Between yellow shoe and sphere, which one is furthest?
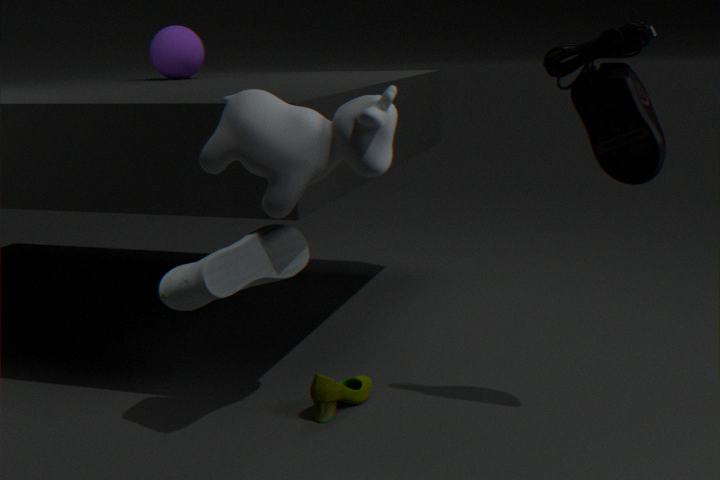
sphere
